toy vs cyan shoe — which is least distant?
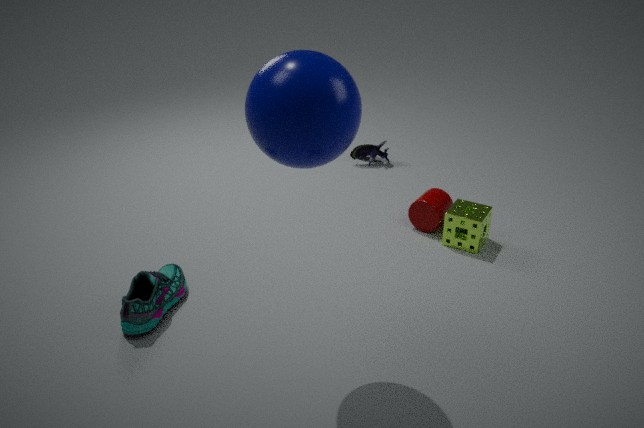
cyan shoe
